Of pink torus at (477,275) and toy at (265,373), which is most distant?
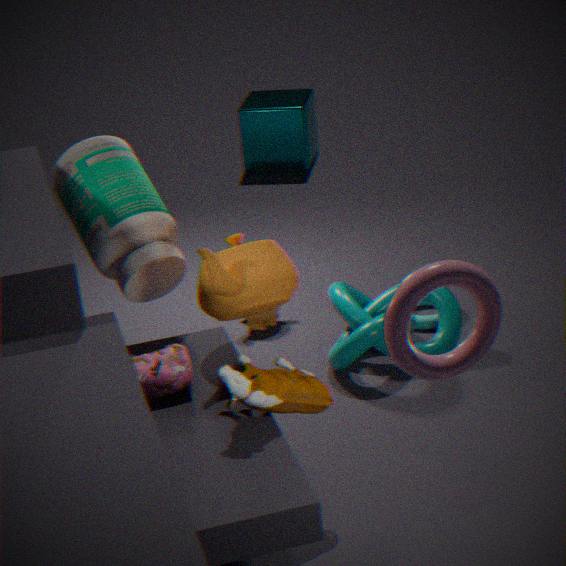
toy at (265,373)
